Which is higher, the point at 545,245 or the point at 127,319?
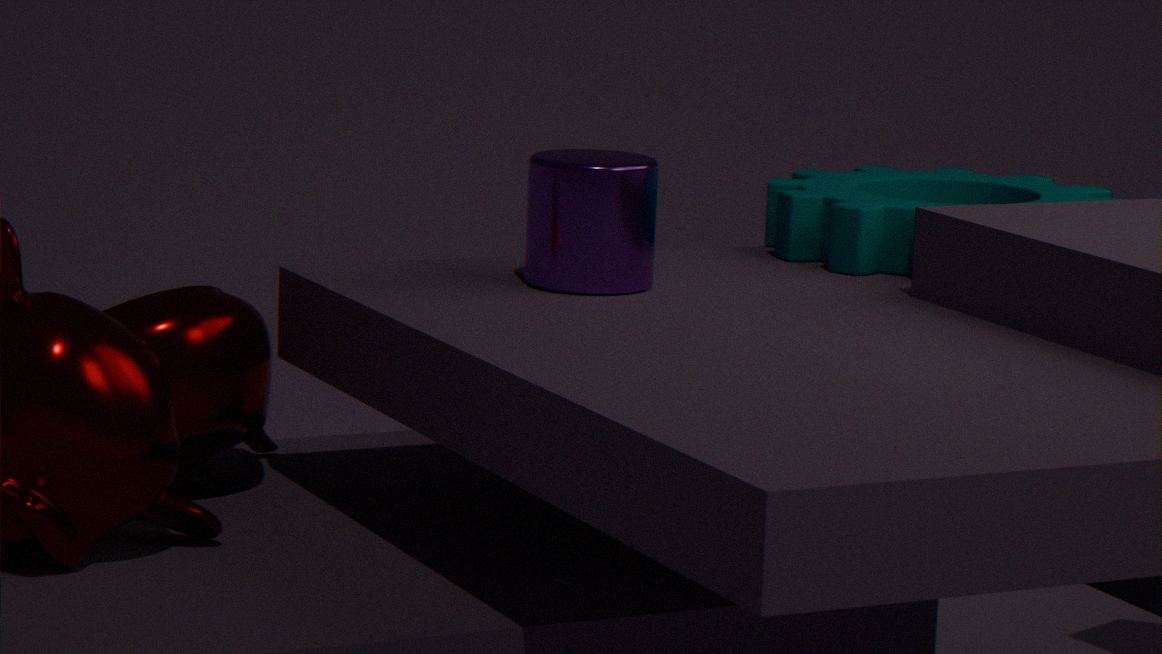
the point at 545,245
